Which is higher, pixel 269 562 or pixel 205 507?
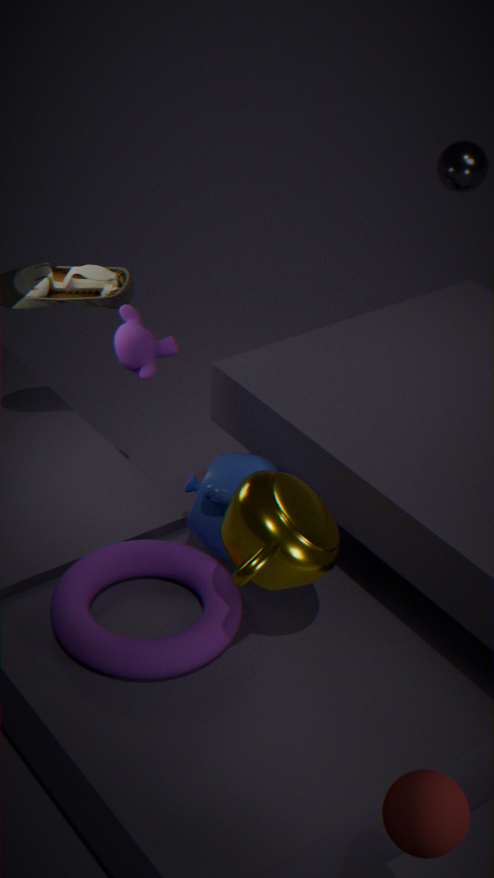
pixel 269 562
